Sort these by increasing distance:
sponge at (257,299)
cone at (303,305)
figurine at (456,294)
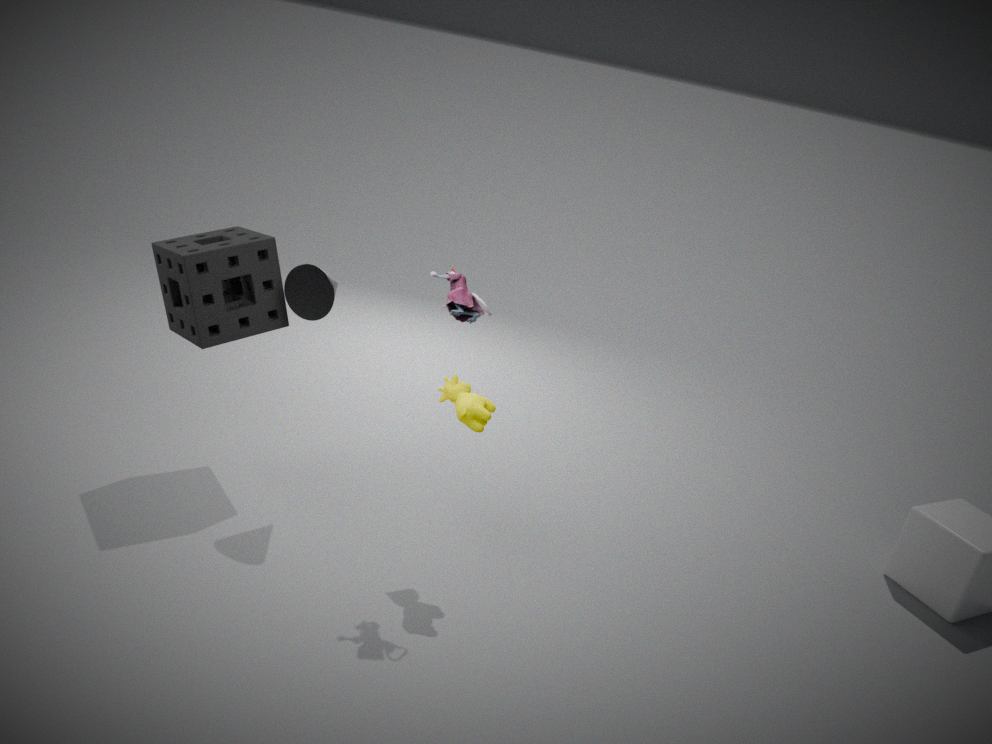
figurine at (456,294), sponge at (257,299), cone at (303,305)
